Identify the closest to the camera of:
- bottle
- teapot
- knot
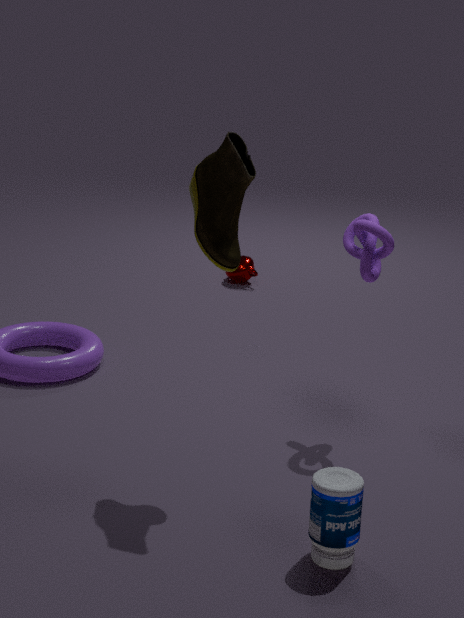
bottle
